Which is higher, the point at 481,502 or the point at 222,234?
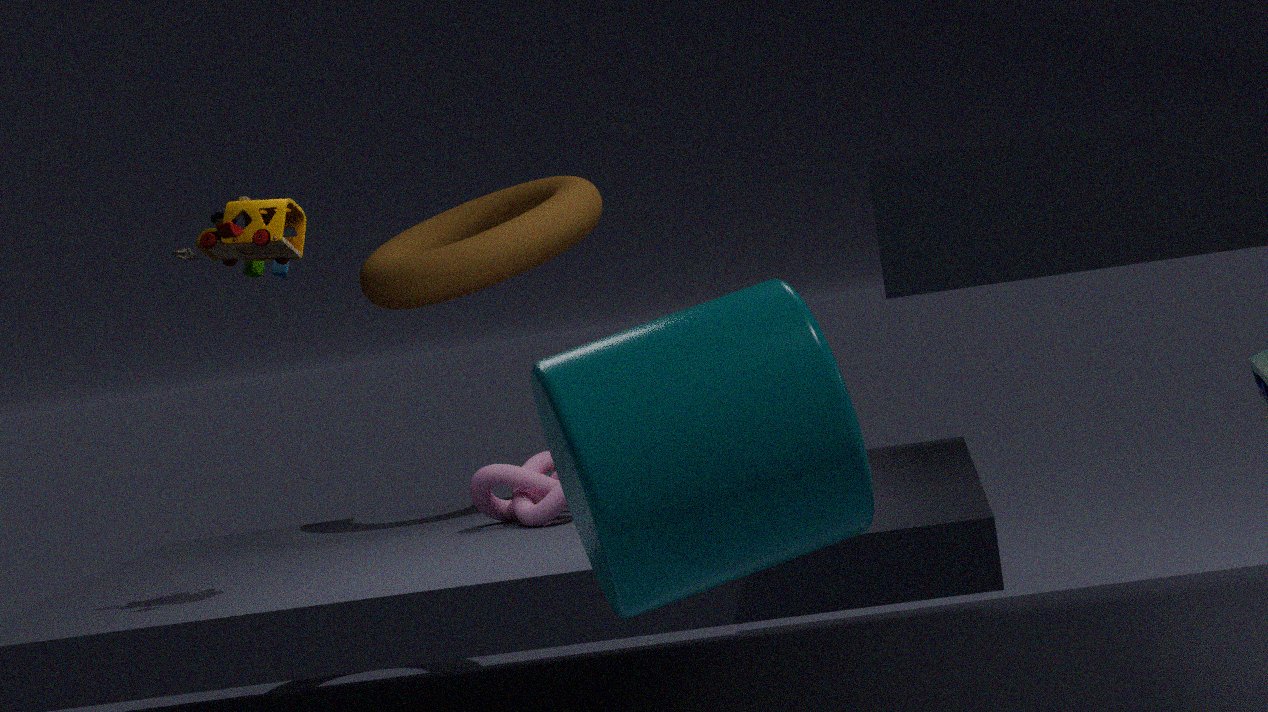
the point at 222,234
